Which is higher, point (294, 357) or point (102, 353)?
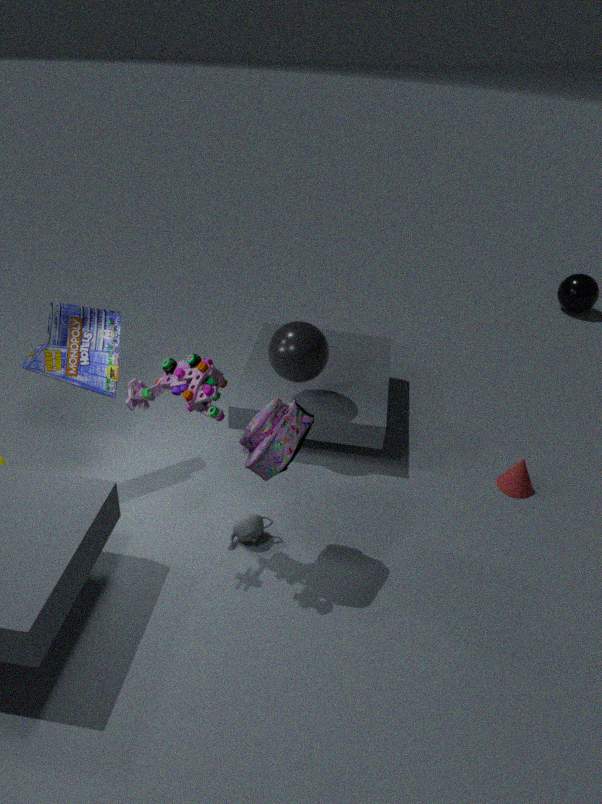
point (102, 353)
